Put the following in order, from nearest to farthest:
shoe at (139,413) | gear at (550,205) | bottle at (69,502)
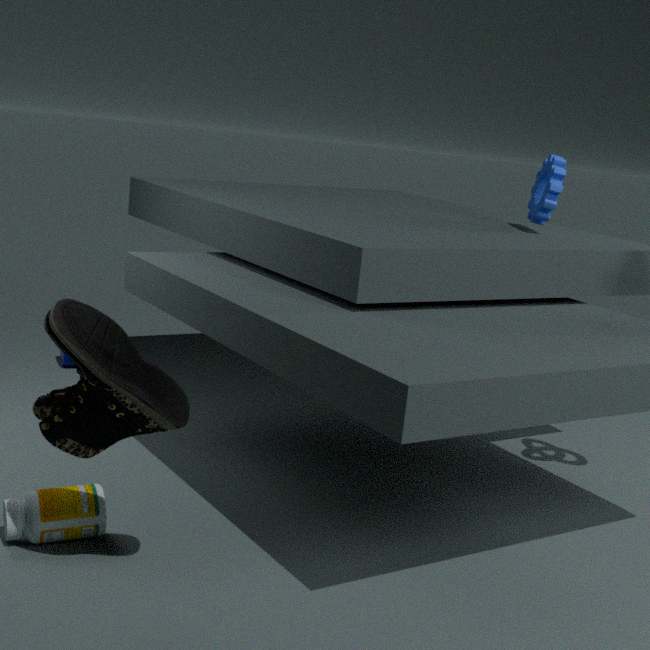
shoe at (139,413) < bottle at (69,502) < gear at (550,205)
